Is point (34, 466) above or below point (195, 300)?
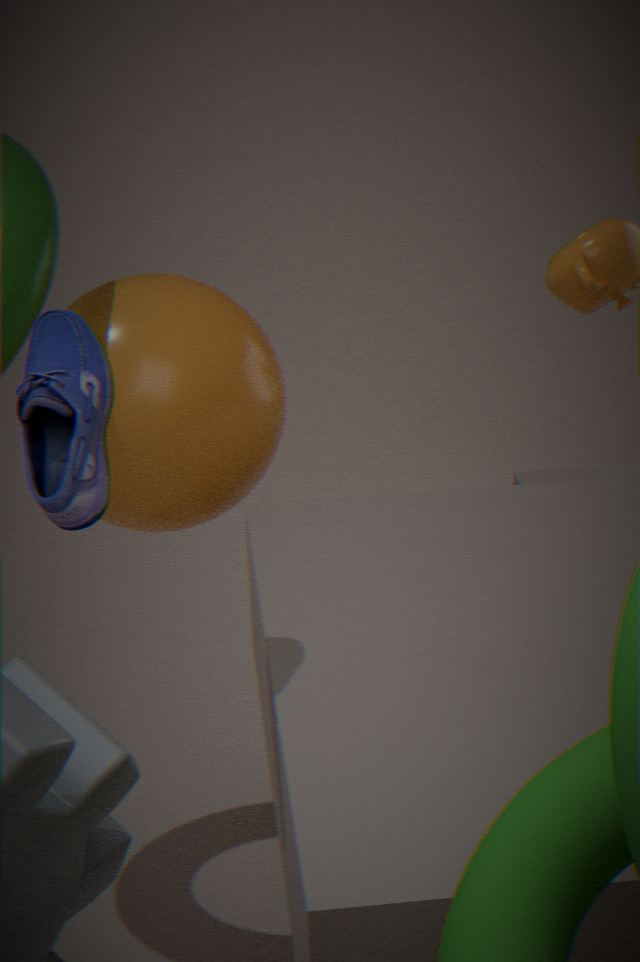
above
